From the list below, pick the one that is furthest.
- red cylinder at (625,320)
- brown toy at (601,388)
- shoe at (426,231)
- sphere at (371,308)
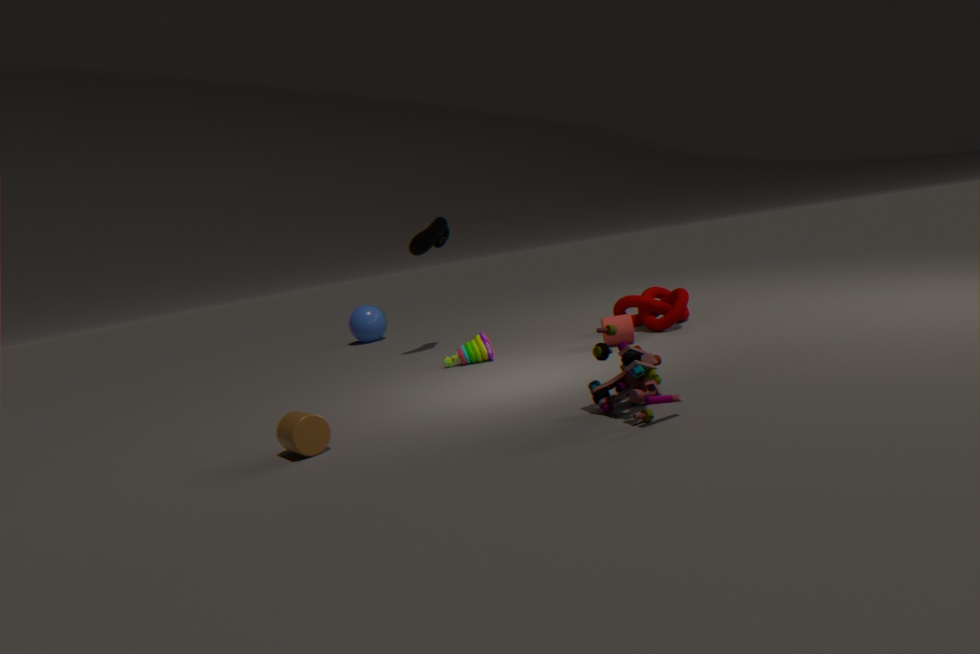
sphere at (371,308)
